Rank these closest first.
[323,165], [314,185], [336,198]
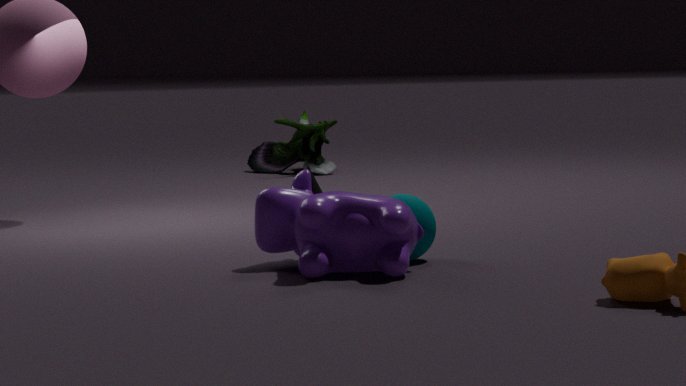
1. [336,198]
2. [314,185]
3. [323,165]
